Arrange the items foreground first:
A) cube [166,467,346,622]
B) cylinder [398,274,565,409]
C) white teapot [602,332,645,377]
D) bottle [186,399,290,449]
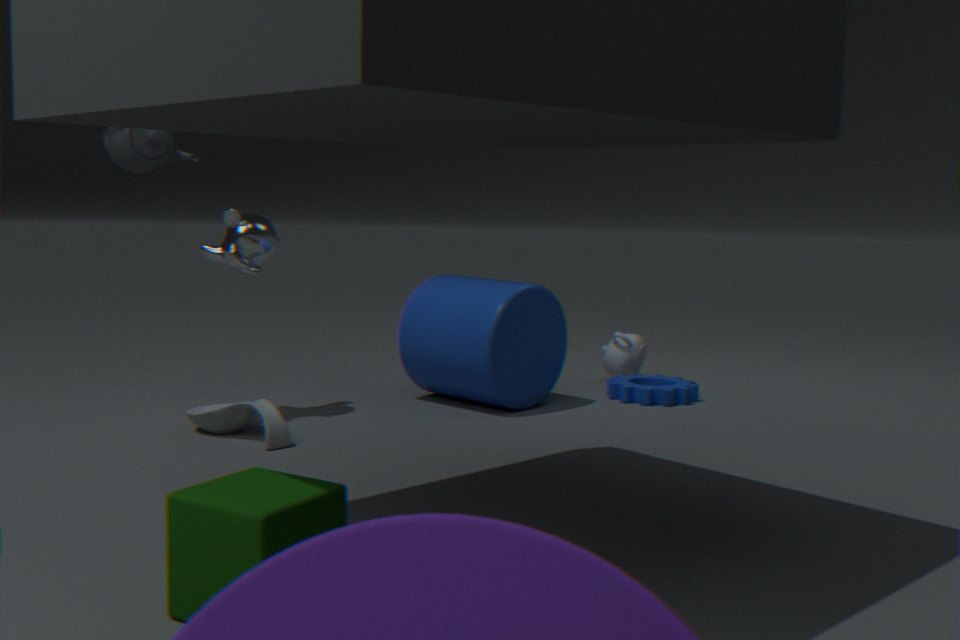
cube [166,467,346,622] < bottle [186,399,290,449] < cylinder [398,274,565,409] < white teapot [602,332,645,377]
